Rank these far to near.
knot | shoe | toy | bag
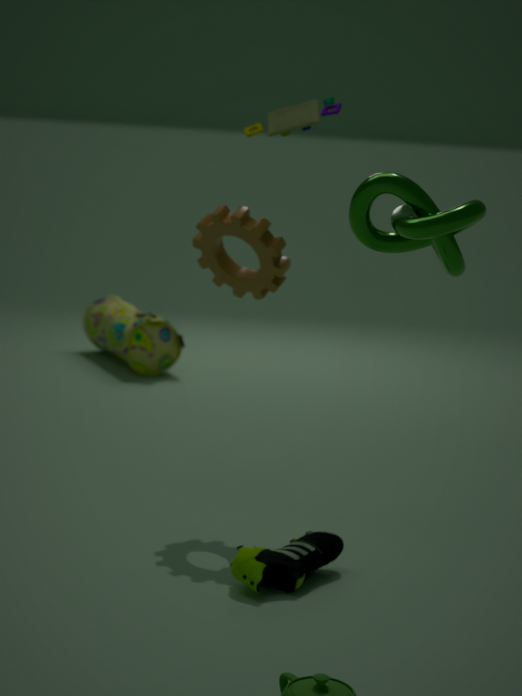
bag
toy
shoe
knot
